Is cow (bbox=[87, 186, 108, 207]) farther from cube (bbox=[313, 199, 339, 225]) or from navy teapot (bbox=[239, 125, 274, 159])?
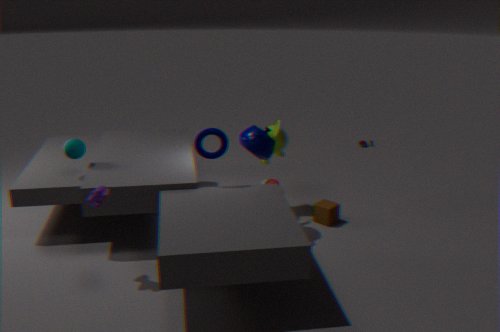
cube (bbox=[313, 199, 339, 225])
